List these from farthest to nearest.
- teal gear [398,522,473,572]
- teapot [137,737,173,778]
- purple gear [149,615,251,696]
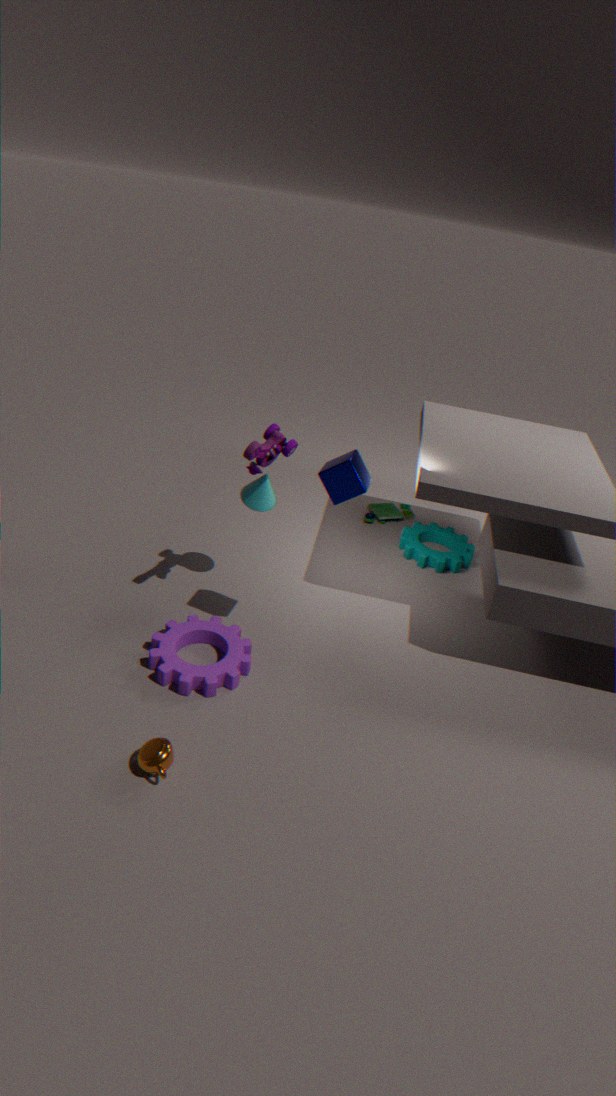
teal gear [398,522,473,572]
purple gear [149,615,251,696]
teapot [137,737,173,778]
